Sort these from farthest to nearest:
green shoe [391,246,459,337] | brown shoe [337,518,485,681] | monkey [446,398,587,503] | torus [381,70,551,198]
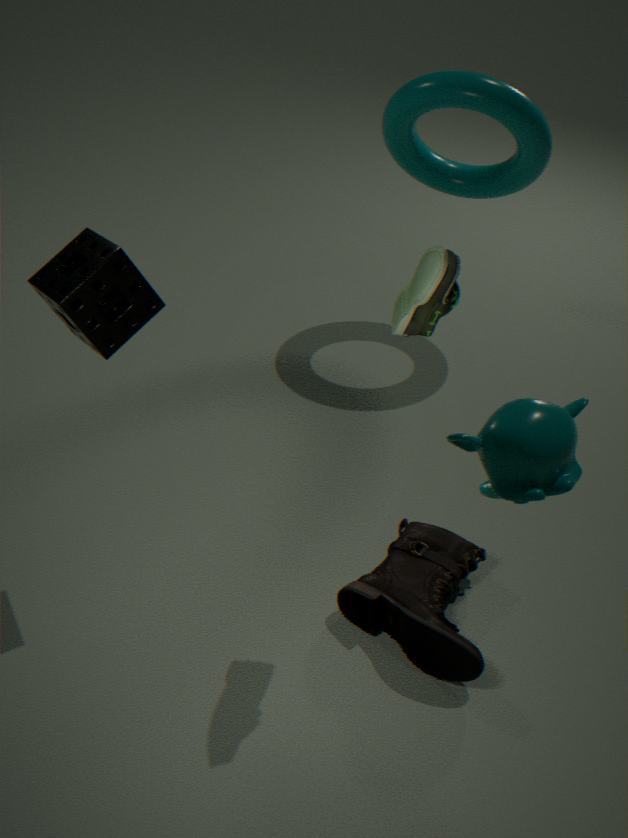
torus [381,70,551,198]
brown shoe [337,518,485,681]
green shoe [391,246,459,337]
monkey [446,398,587,503]
